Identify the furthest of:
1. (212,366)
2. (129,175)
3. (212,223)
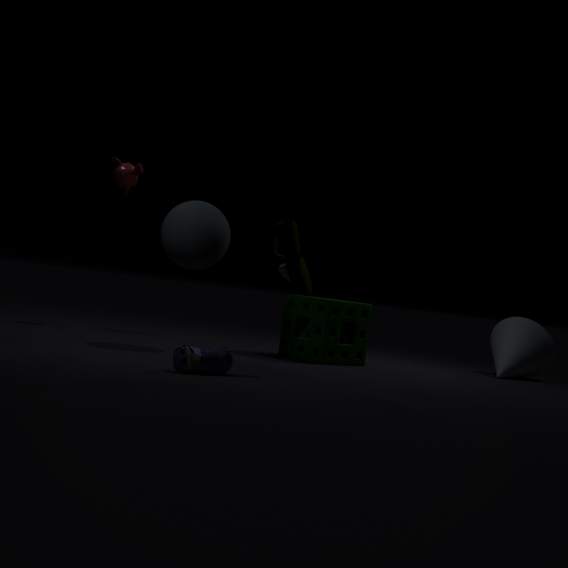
(129,175)
